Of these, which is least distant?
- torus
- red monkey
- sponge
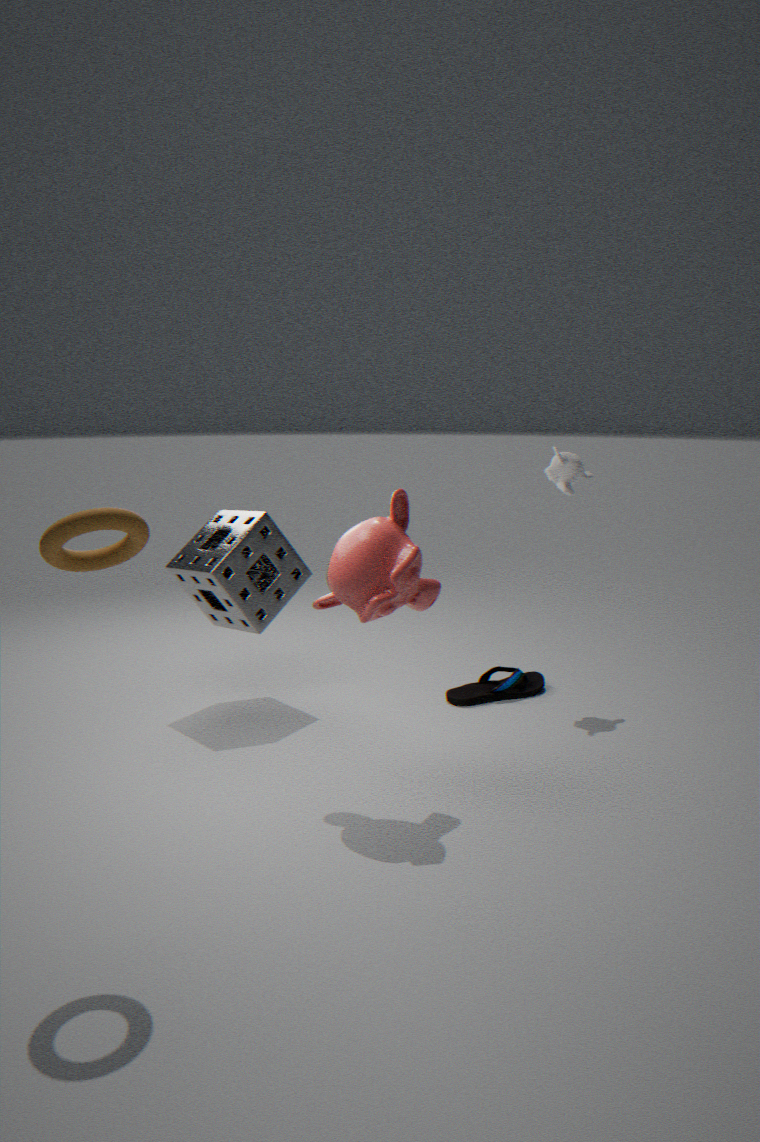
torus
